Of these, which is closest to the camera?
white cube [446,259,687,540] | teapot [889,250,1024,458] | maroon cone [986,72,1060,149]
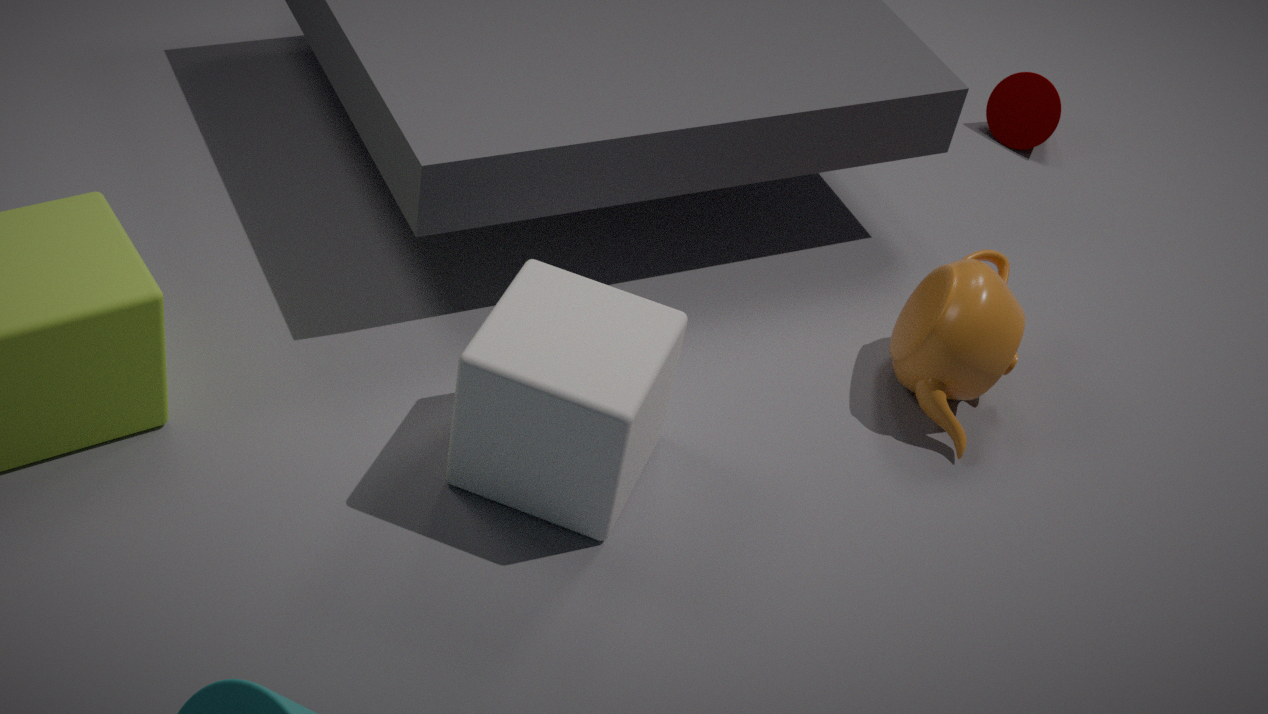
white cube [446,259,687,540]
